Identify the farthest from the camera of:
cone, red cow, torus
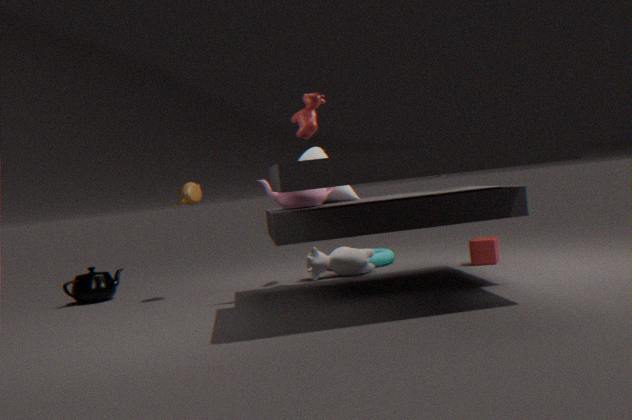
torus
